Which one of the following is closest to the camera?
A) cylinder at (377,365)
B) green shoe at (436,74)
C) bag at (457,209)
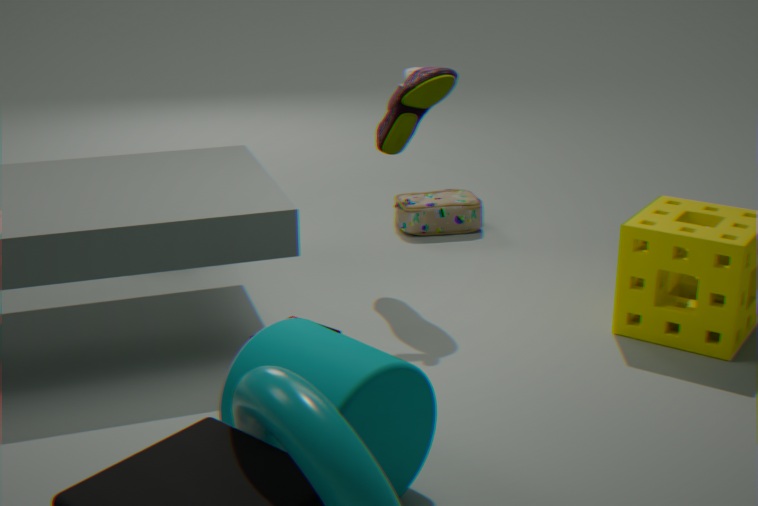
cylinder at (377,365)
